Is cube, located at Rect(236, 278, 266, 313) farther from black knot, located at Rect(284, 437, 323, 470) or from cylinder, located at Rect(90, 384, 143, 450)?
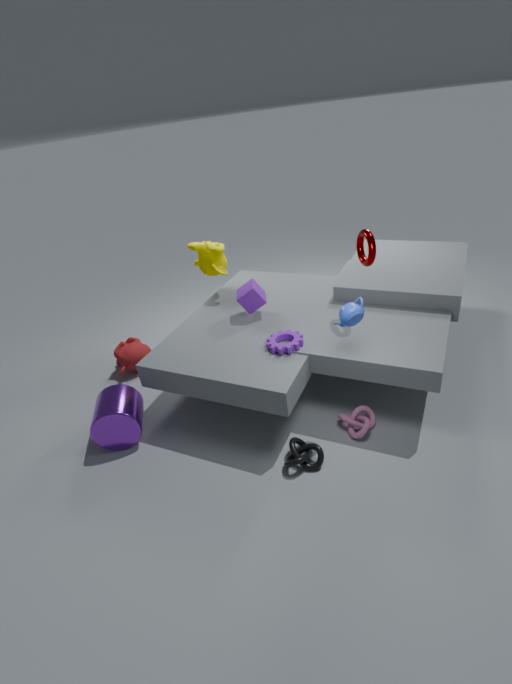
black knot, located at Rect(284, 437, 323, 470)
